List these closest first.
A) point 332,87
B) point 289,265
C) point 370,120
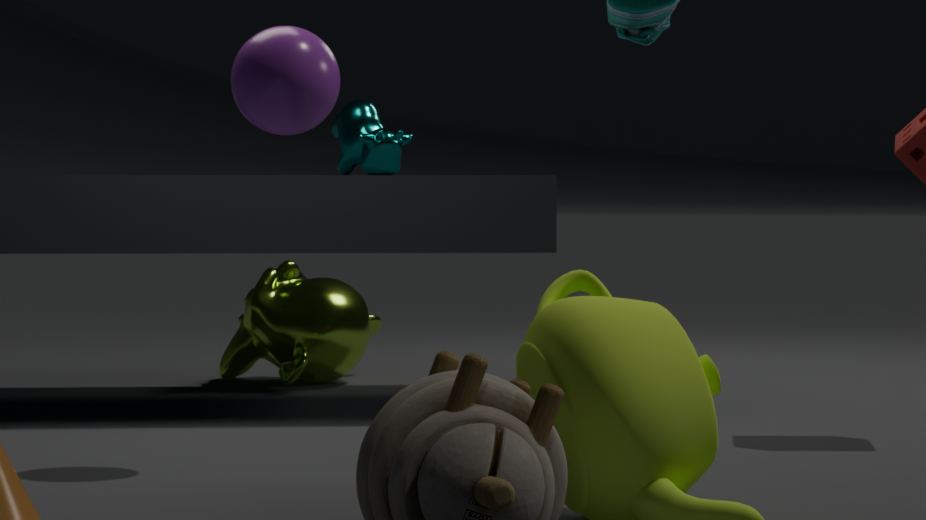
point 332,87 → point 370,120 → point 289,265
